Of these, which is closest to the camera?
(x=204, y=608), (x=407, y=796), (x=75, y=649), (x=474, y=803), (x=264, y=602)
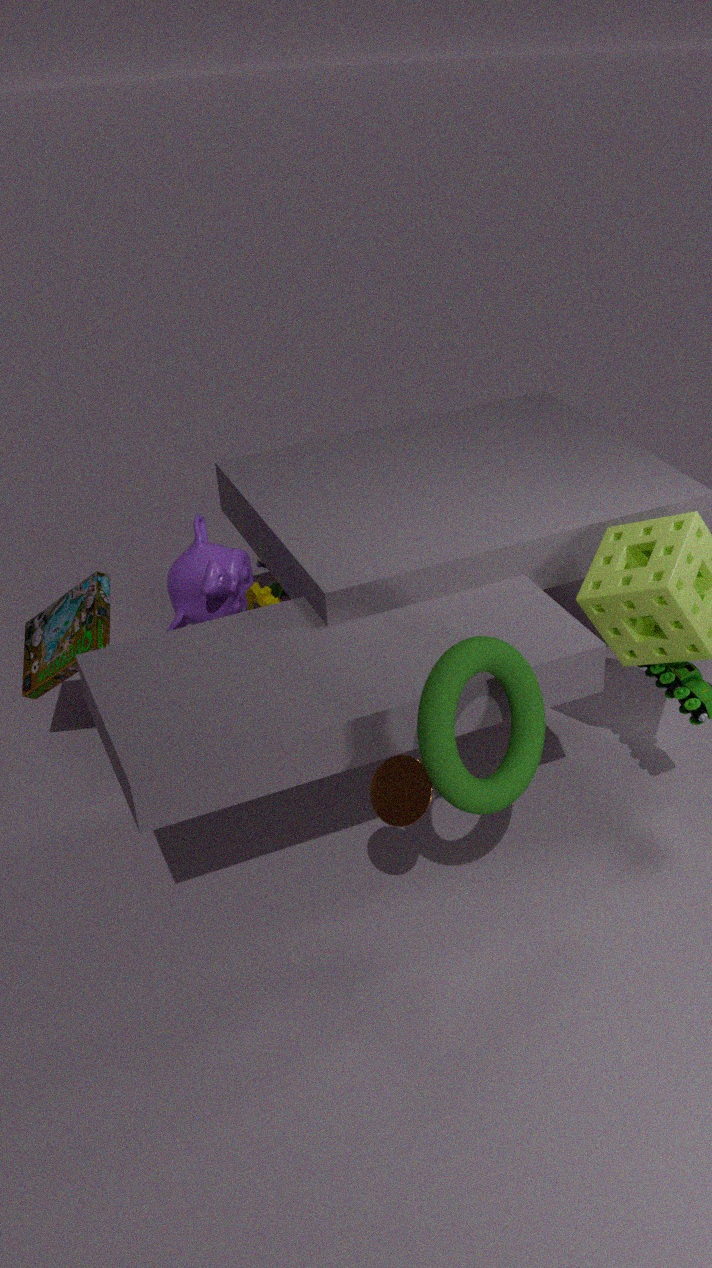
(x=474, y=803)
